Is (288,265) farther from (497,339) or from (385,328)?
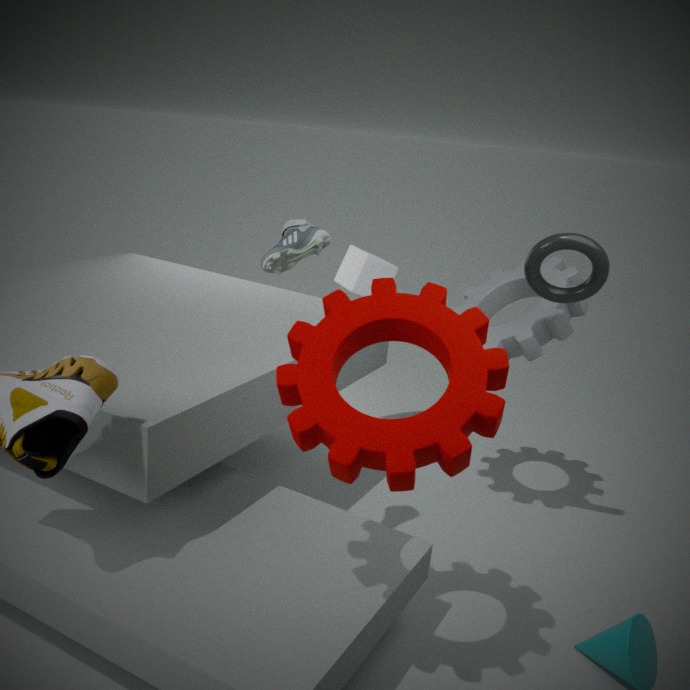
(497,339)
